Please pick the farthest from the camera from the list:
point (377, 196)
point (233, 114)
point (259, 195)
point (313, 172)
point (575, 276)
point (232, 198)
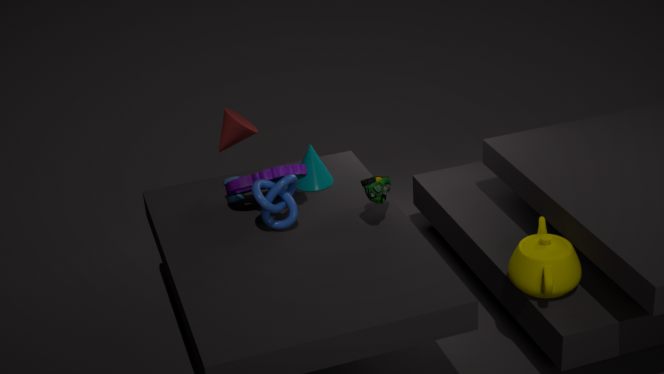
point (233, 114)
